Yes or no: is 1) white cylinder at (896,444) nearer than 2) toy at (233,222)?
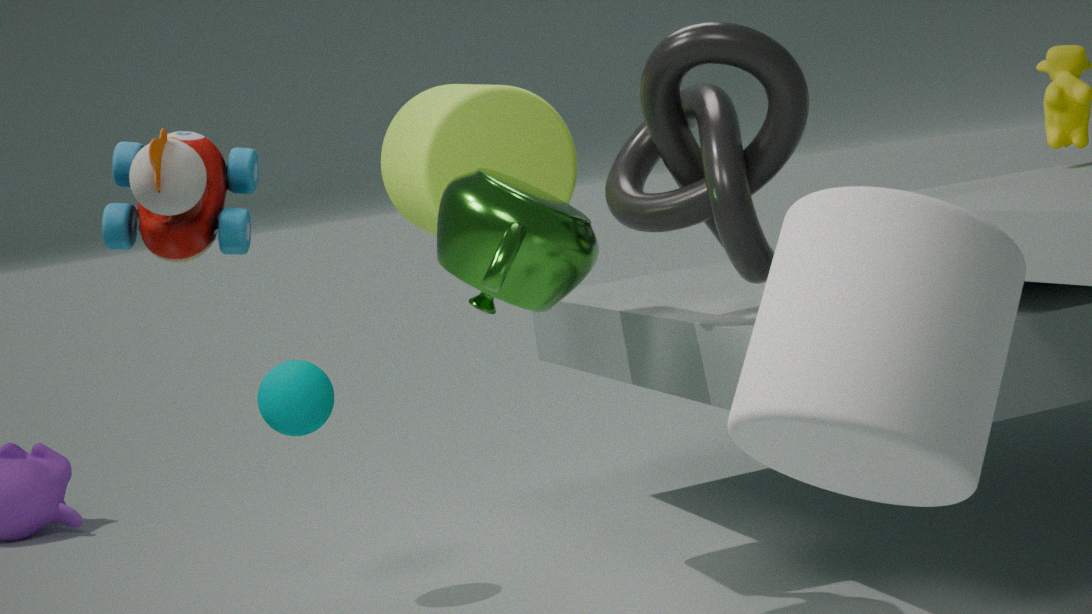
Yes
